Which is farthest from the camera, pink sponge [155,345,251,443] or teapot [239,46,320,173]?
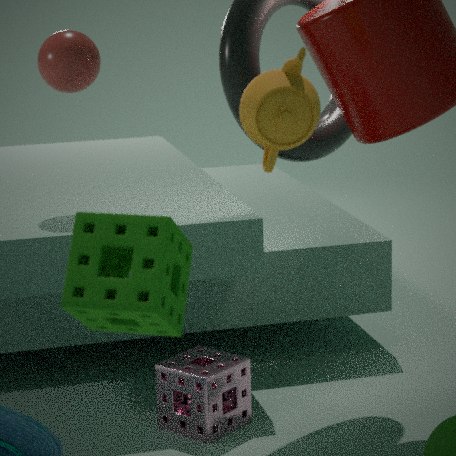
pink sponge [155,345,251,443]
